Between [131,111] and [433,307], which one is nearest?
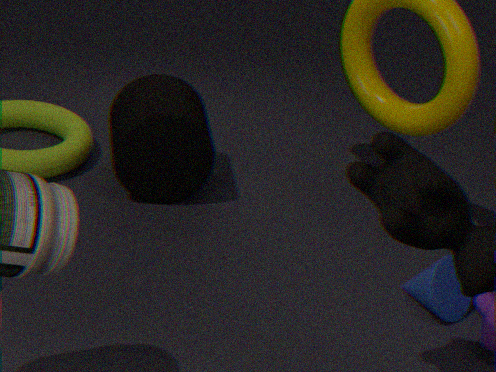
[433,307]
